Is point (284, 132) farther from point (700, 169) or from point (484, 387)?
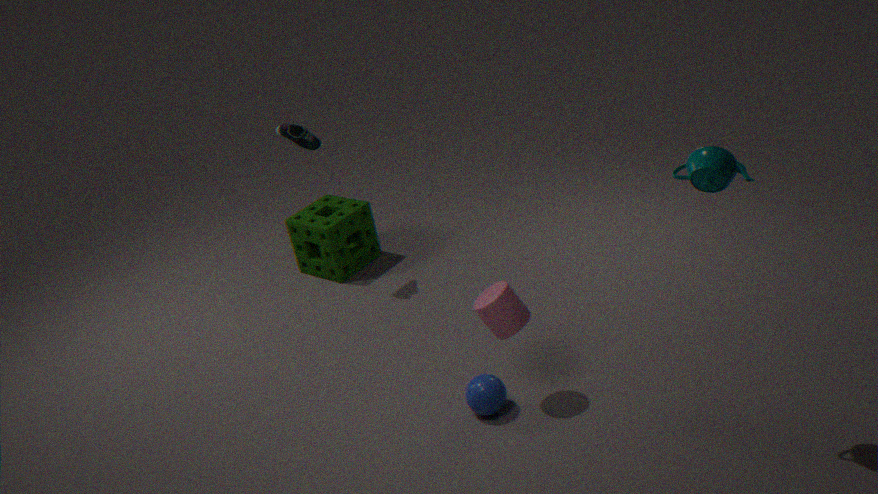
point (700, 169)
